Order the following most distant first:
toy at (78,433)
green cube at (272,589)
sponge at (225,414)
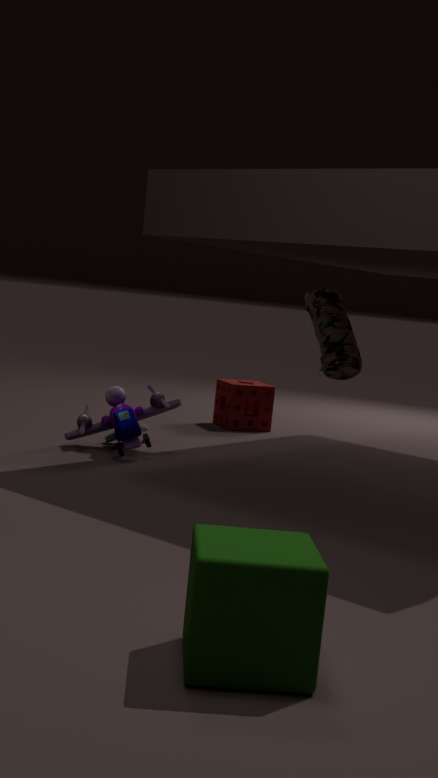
sponge at (225,414) → toy at (78,433) → green cube at (272,589)
